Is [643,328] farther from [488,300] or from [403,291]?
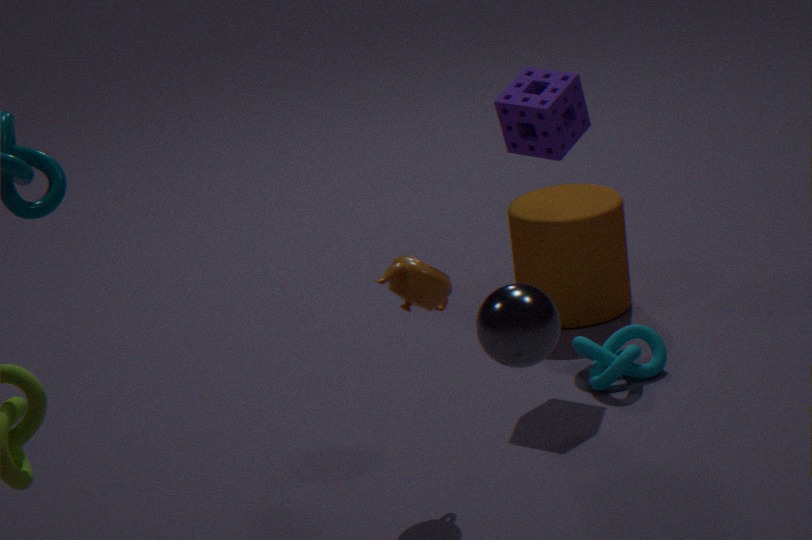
[488,300]
